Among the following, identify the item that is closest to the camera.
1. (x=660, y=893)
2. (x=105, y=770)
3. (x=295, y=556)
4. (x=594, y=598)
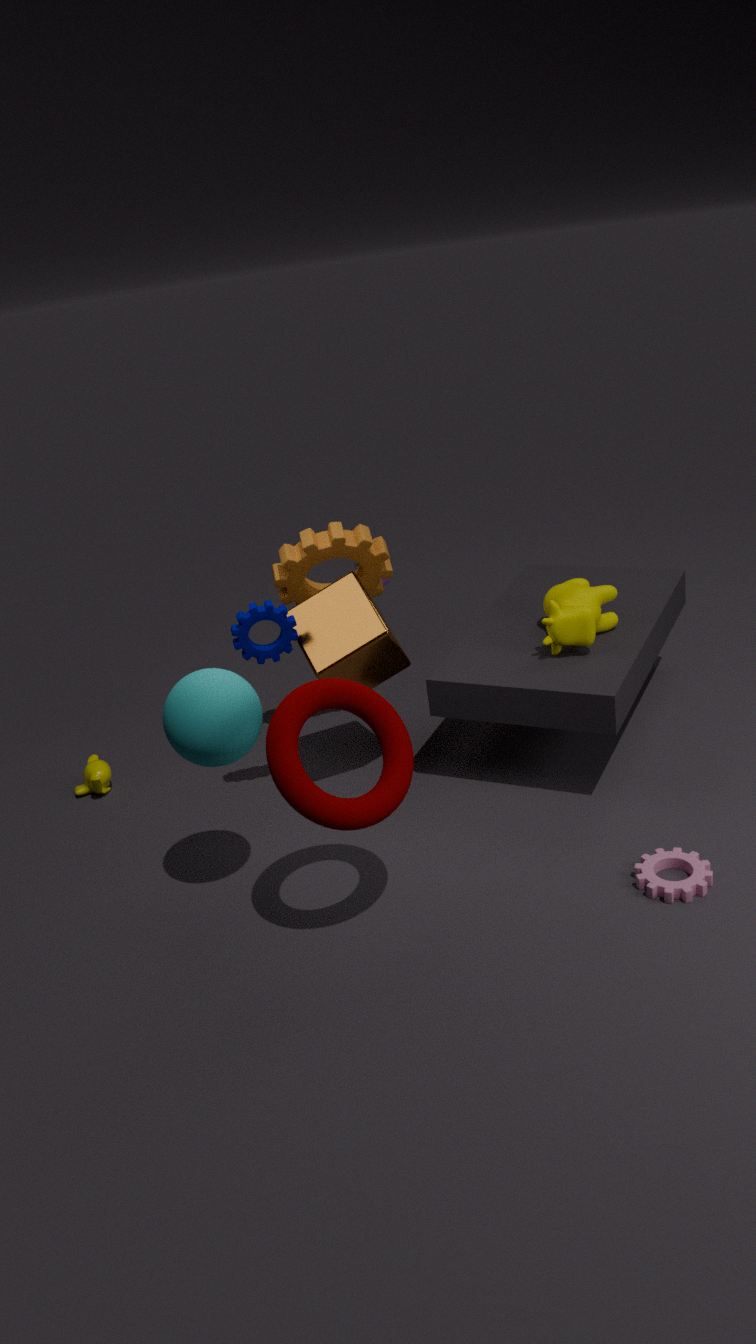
(x=660, y=893)
